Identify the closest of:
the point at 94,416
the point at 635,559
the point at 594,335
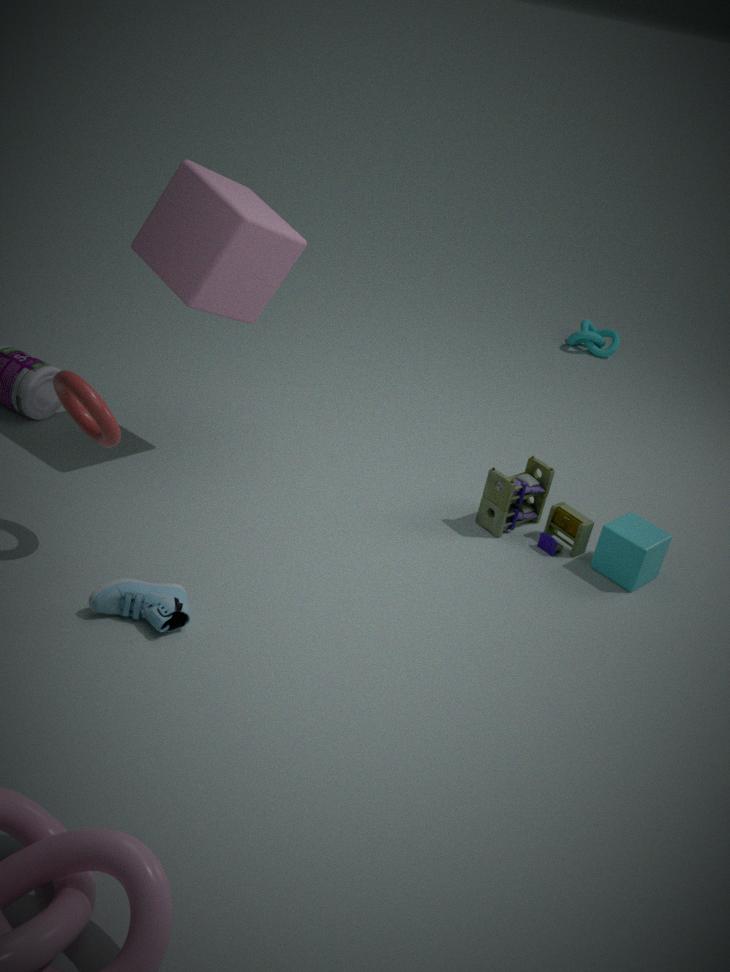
the point at 94,416
